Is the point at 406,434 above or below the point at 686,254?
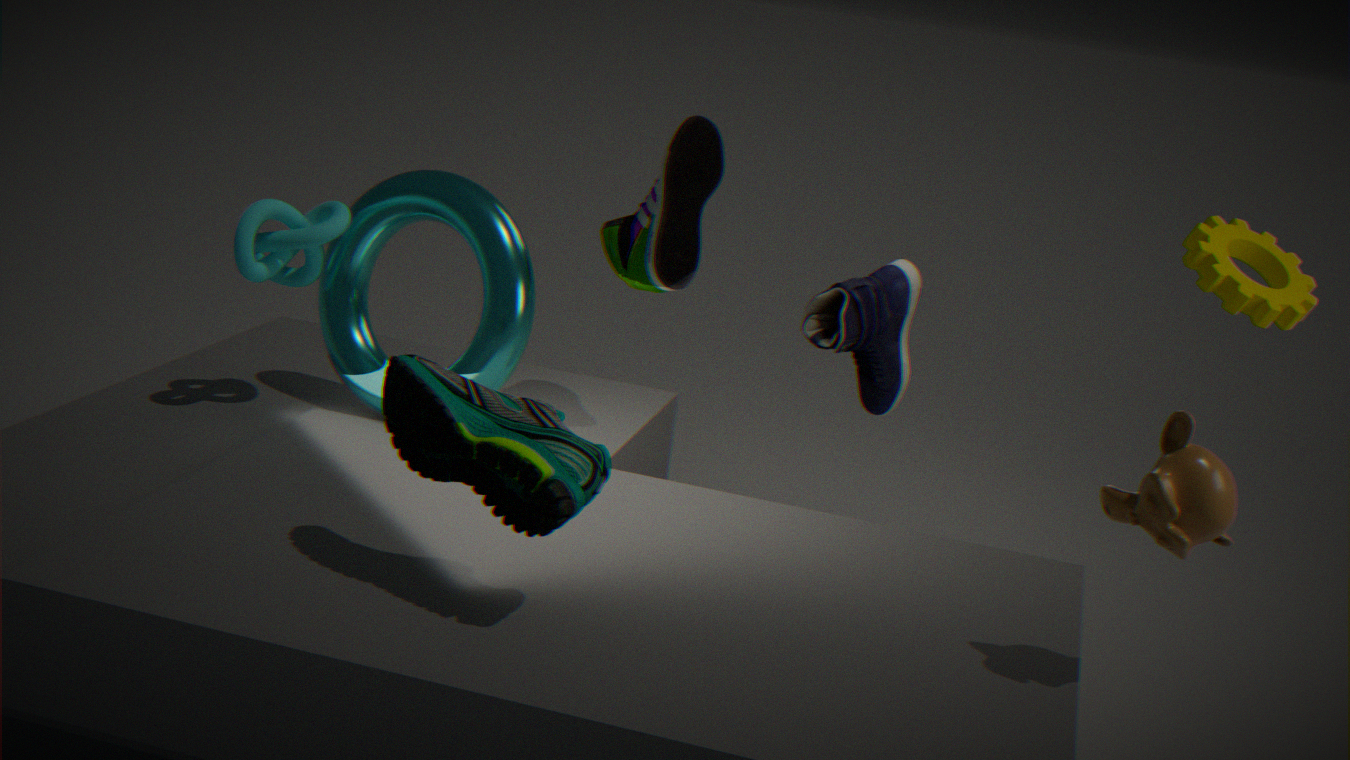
below
